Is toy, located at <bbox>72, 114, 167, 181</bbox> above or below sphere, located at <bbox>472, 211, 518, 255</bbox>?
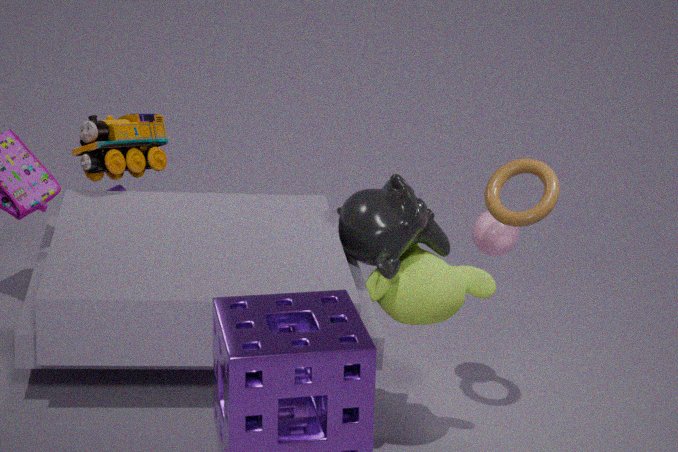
above
